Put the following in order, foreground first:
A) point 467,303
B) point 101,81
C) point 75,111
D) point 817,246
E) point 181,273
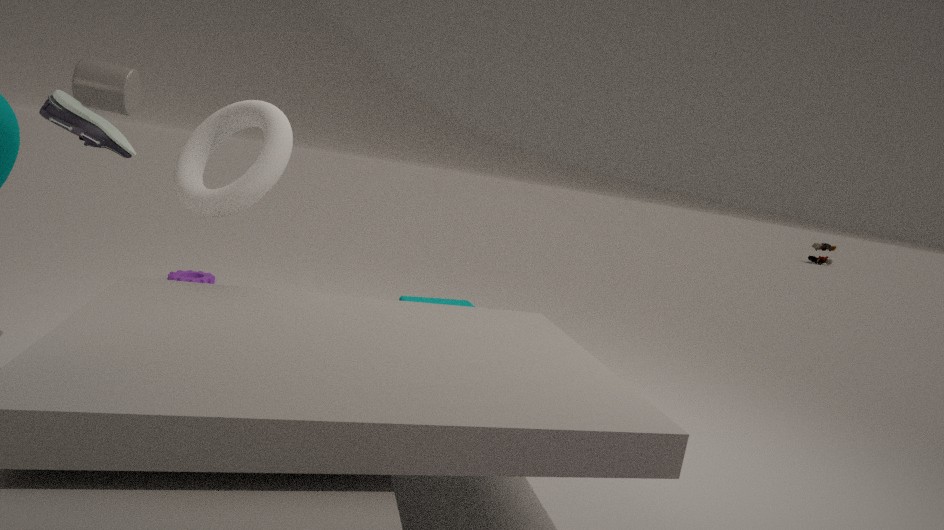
point 75,111 → point 101,81 → point 467,303 → point 181,273 → point 817,246
